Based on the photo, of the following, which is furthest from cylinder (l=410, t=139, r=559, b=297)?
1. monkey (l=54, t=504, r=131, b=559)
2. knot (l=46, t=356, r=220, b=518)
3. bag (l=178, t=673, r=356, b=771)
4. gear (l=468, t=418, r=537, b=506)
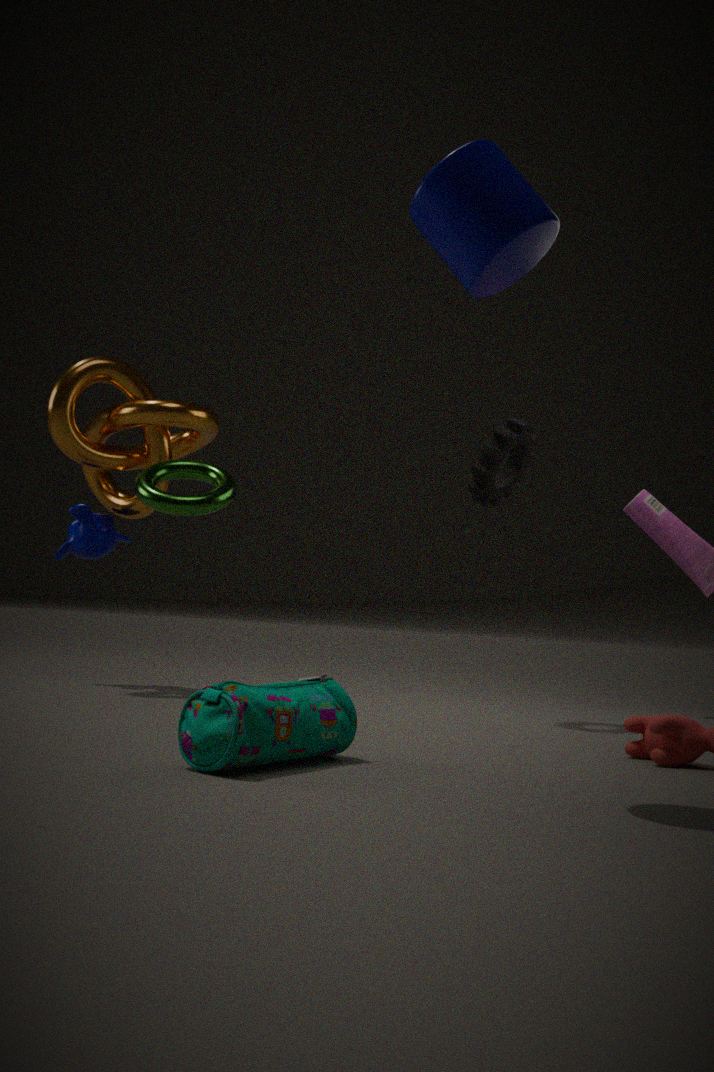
monkey (l=54, t=504, r=131, b=559)
